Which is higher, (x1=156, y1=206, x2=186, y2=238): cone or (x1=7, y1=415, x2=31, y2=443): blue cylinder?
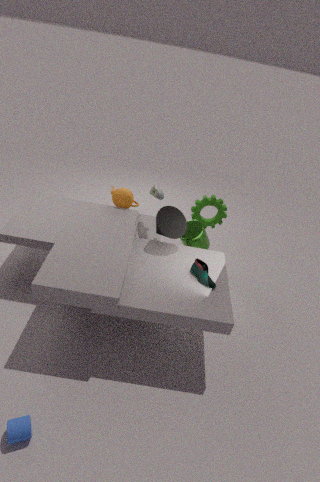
(x1=156, y1=206, x2=186, y2=238): cone
